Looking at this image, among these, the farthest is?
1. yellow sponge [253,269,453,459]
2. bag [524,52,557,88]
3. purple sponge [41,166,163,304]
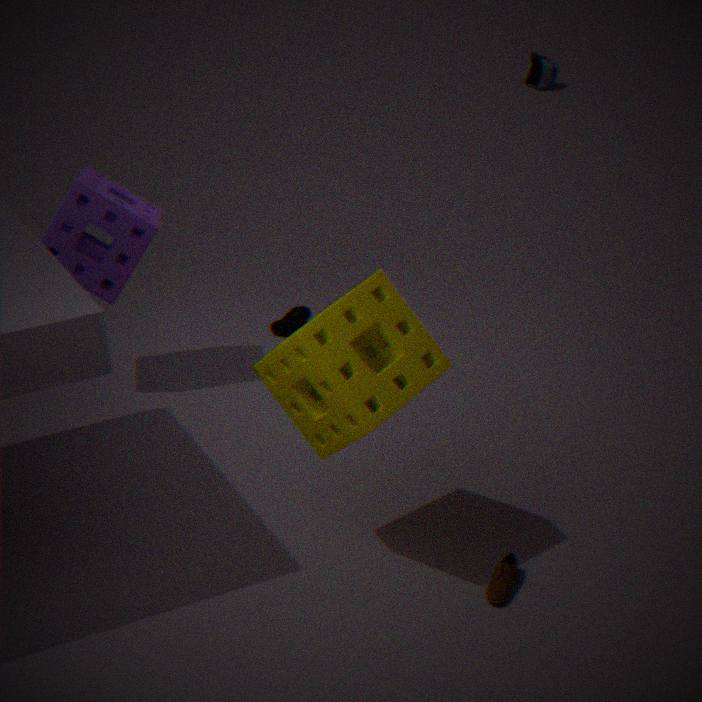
bag [524,52,557,88]
